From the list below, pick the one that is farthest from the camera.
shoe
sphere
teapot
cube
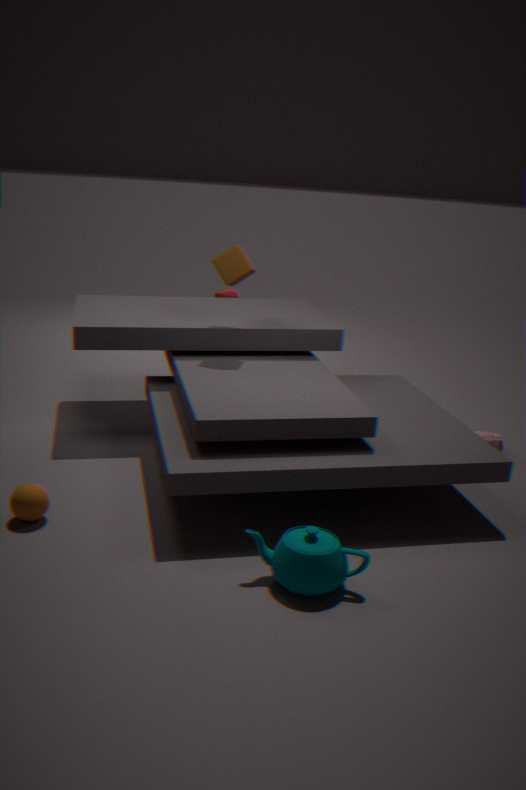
shoe
